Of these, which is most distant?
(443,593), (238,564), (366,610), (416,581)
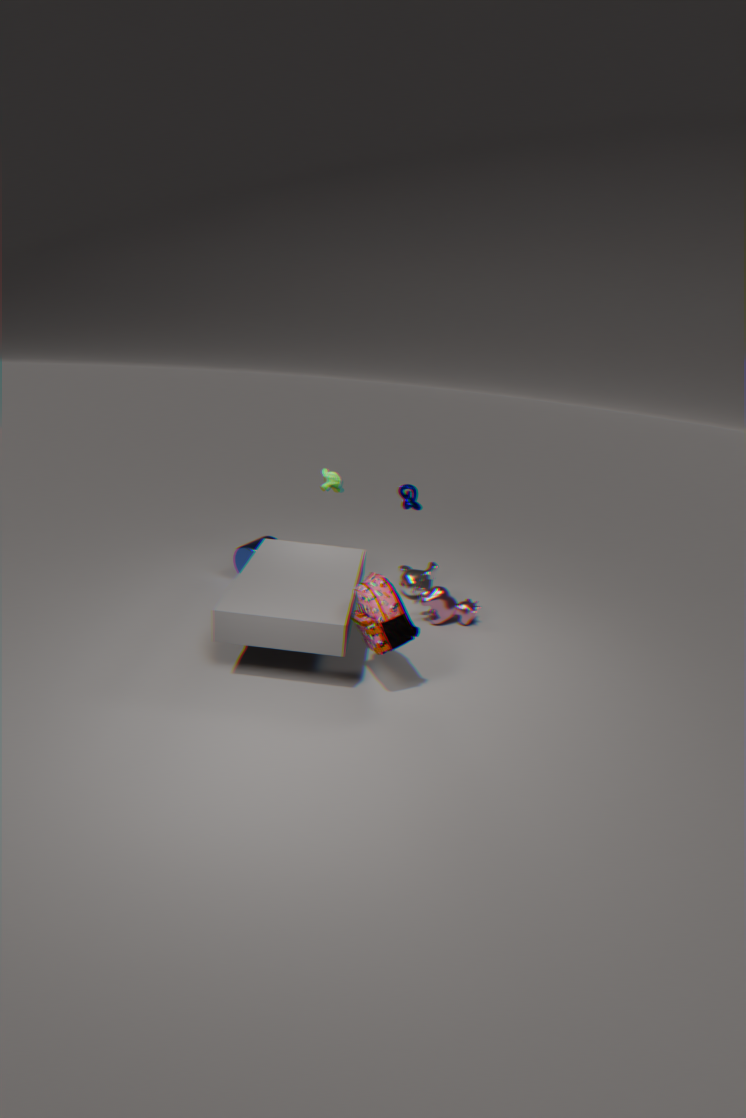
(238,564)
